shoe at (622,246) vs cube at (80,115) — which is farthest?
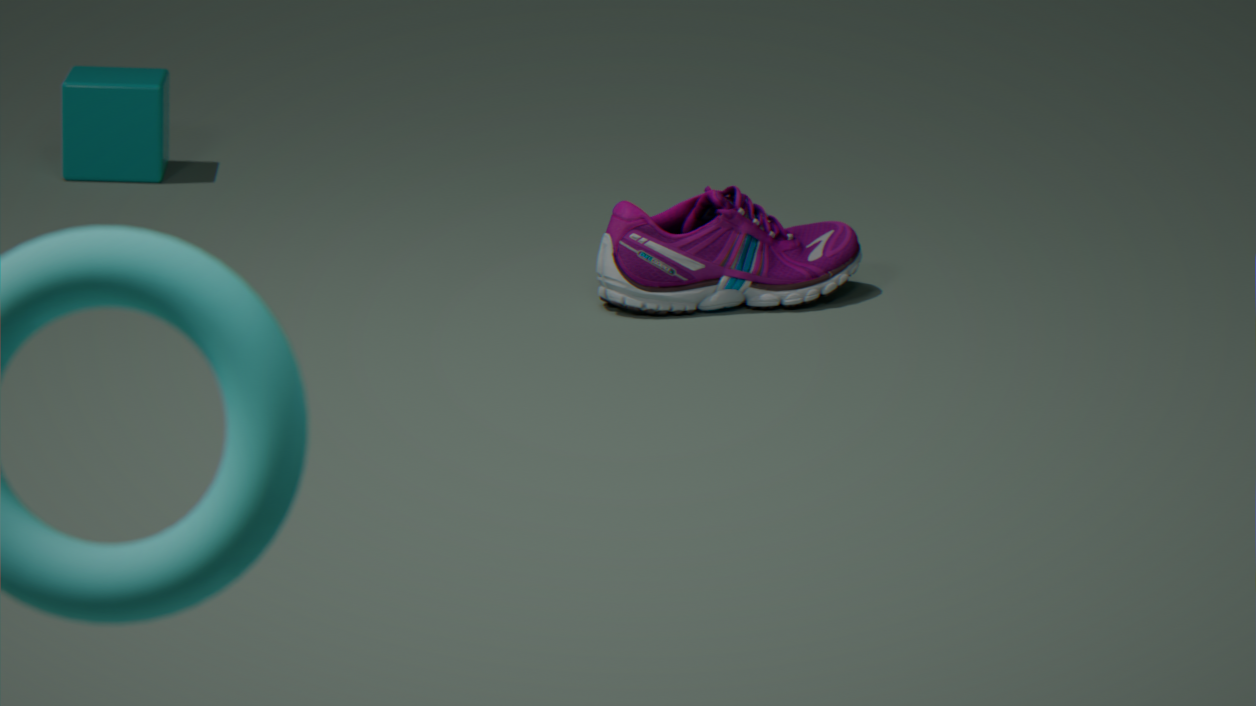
cube at (80,115)
